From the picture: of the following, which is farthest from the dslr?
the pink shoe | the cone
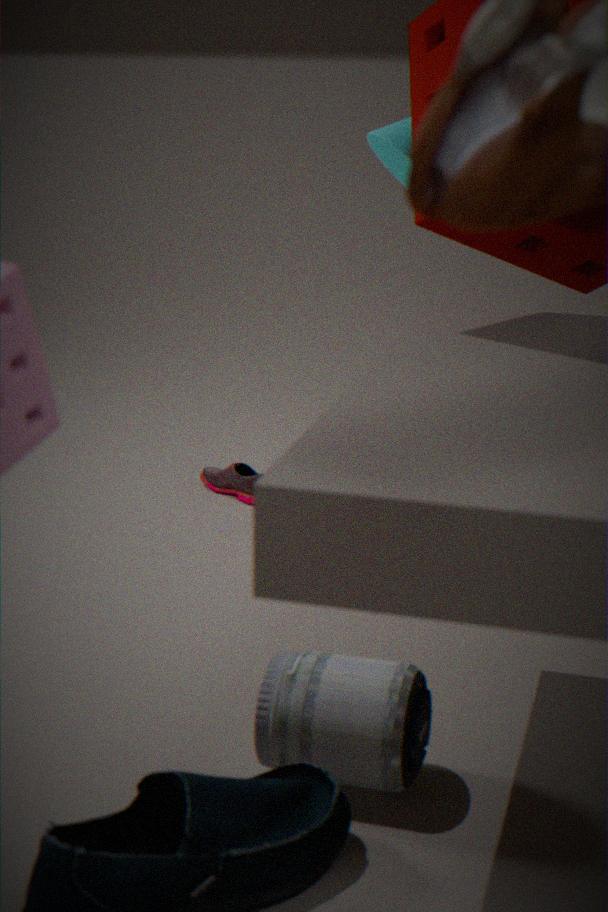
the pink shoe
